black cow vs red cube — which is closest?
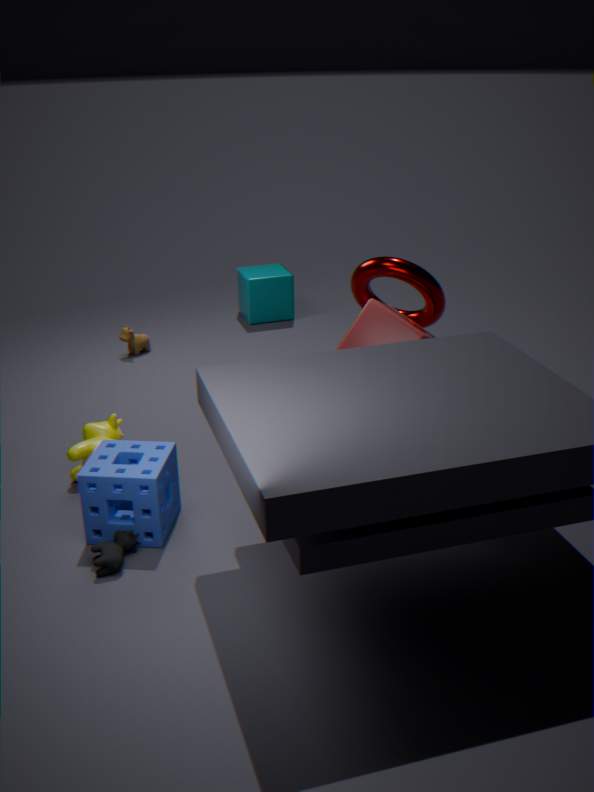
black cow
